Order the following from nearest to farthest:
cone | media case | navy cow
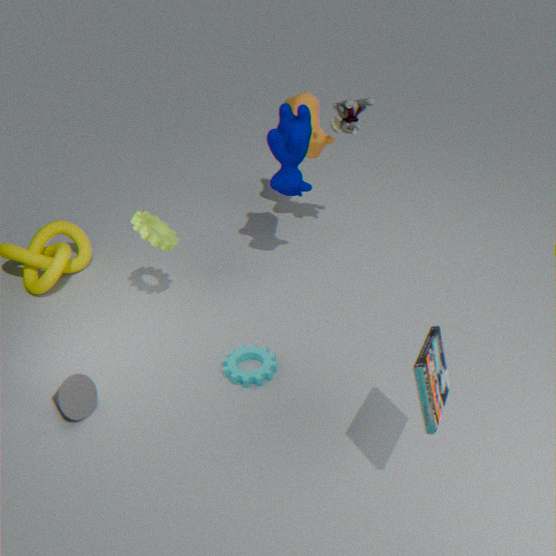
media case, cone, navy cow
